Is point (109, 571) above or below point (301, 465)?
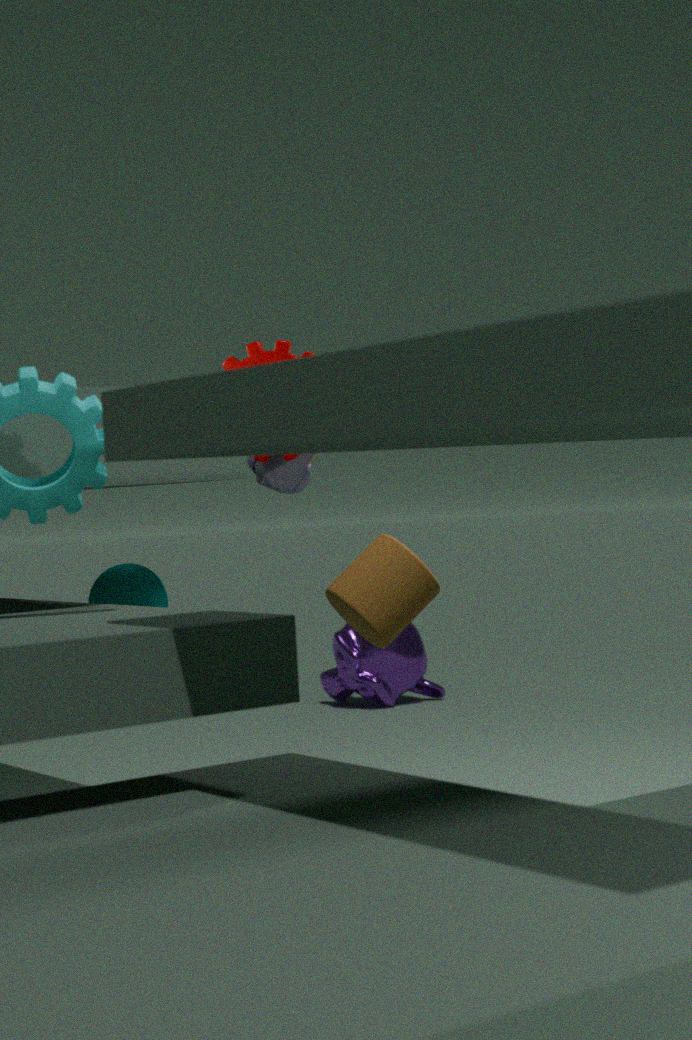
below
